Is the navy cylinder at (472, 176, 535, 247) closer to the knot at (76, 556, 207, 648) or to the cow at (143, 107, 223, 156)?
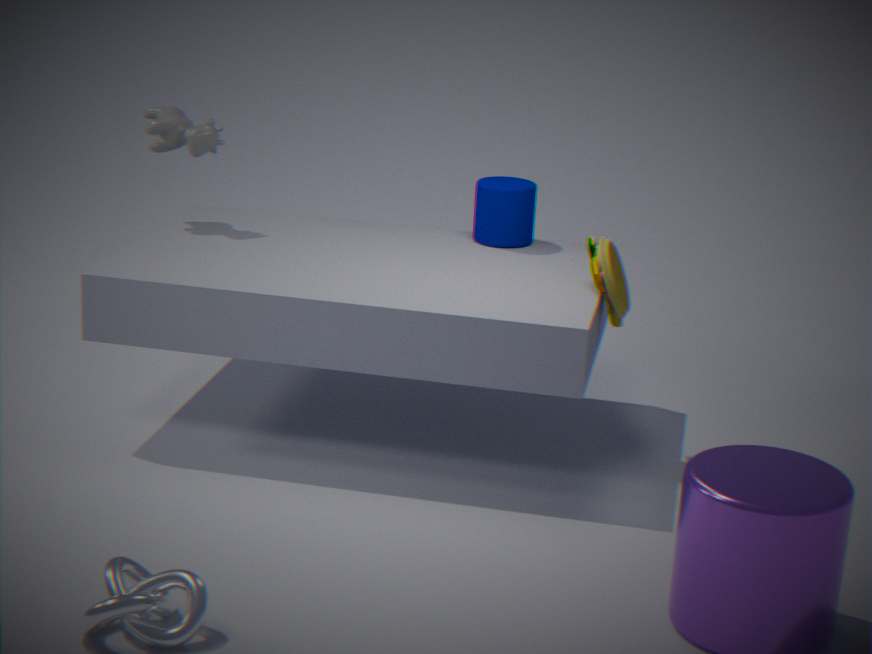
the cow at (143, 107, 223, 156)
